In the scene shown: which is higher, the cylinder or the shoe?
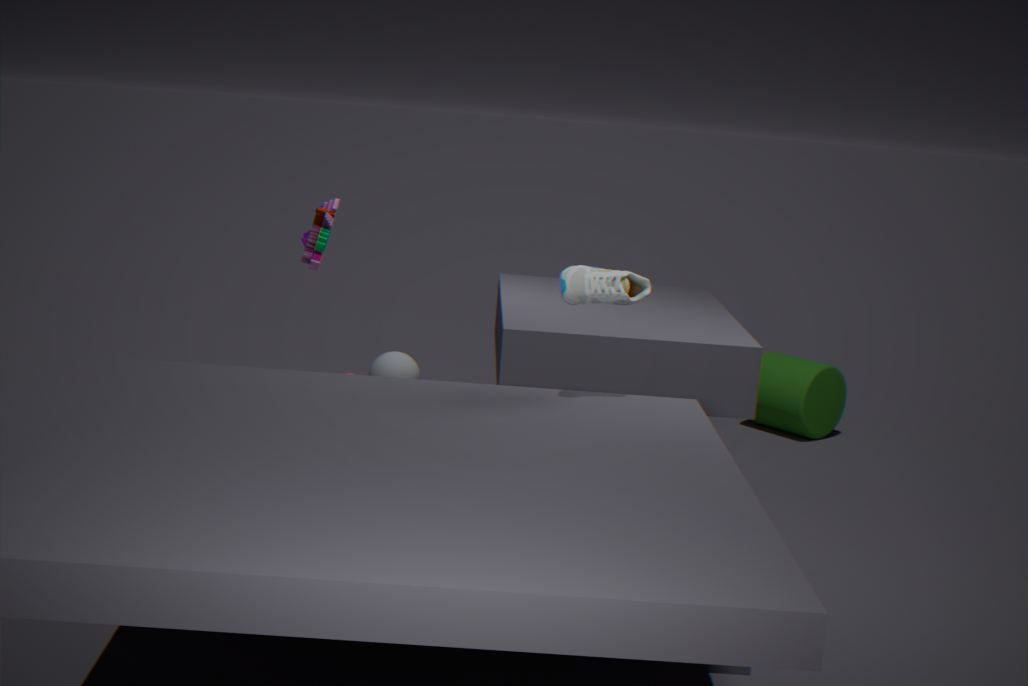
the shoe
